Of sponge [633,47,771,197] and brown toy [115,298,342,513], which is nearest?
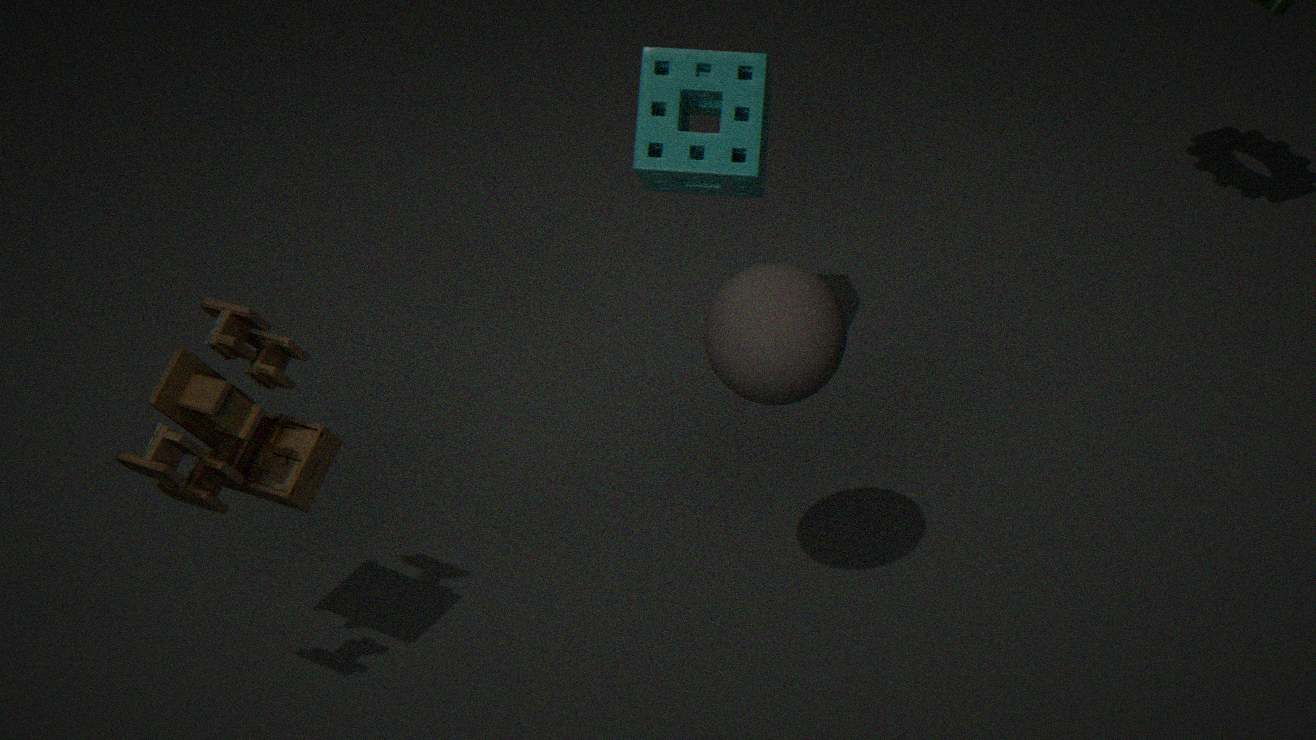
A: brown toy [115,298,342,513]
